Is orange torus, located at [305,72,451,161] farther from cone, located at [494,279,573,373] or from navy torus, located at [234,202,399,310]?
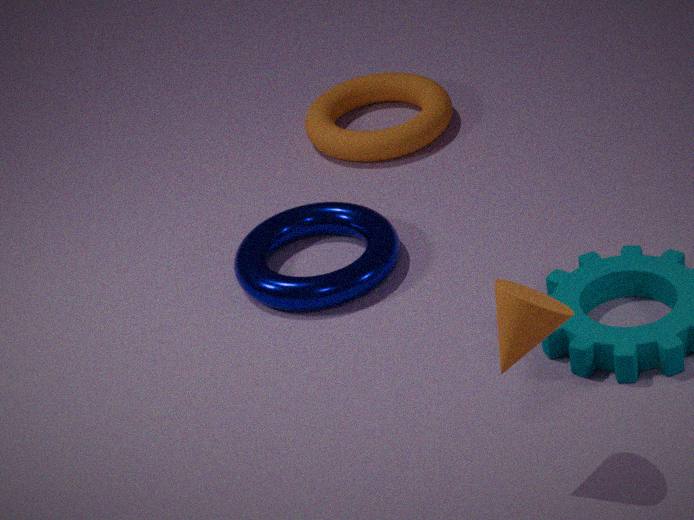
cone, located at [494,279,573,373]
